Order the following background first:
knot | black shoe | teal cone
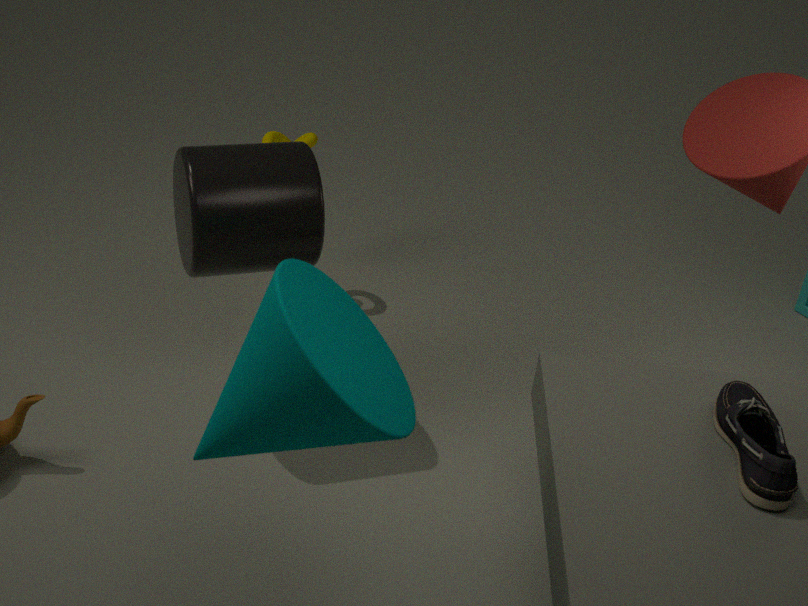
knot < black shoe < teal cone
